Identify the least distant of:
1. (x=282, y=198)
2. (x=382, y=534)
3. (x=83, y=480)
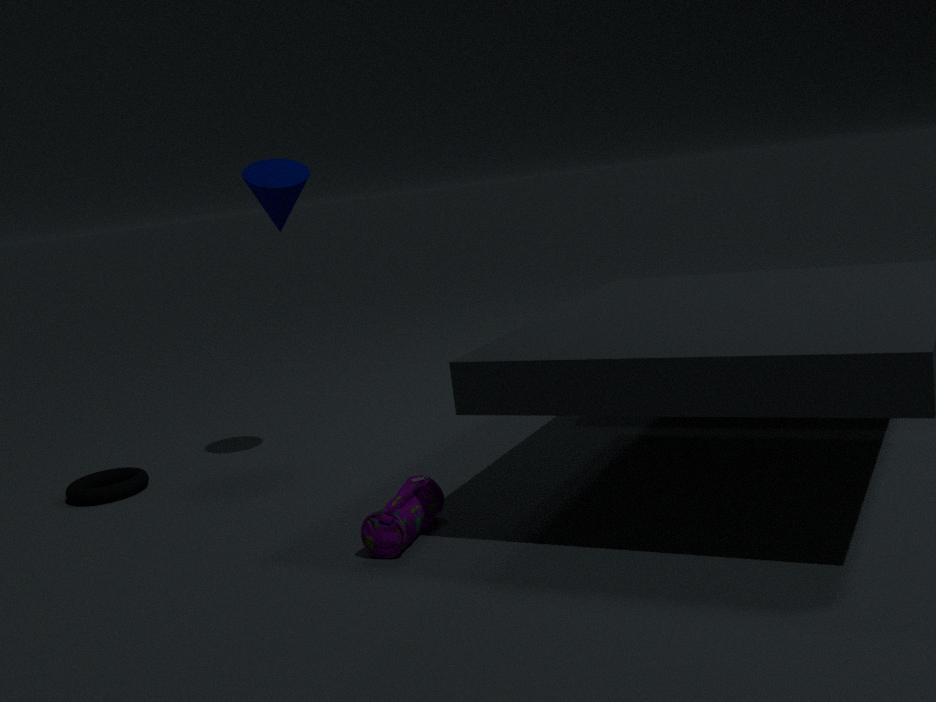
(x=382, y=534)
